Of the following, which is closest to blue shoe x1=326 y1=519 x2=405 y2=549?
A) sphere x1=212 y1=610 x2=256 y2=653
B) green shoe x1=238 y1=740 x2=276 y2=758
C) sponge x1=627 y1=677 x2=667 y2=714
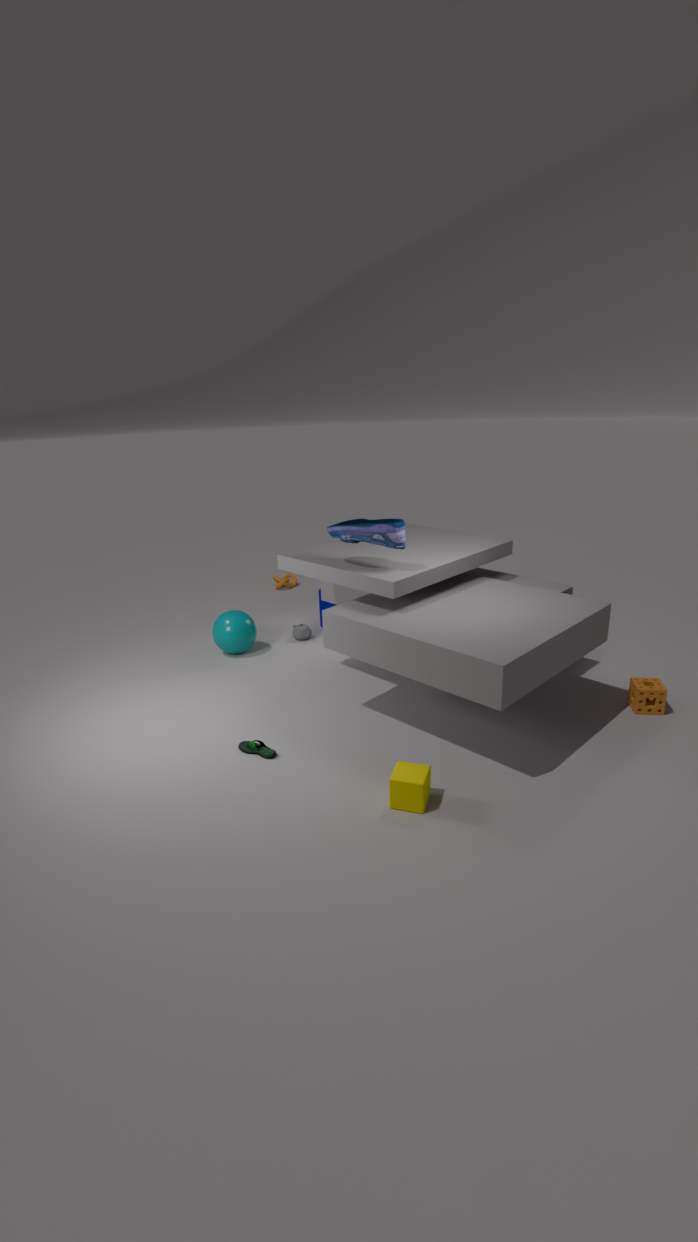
sphere x1=212 y1=610 x2=256 y2=653
